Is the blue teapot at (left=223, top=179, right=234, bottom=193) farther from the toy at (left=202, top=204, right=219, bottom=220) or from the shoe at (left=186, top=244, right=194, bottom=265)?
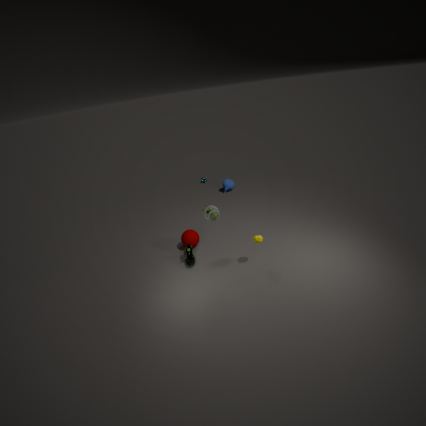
the toy at (left=202, top=204, right=219, bottom=220)
